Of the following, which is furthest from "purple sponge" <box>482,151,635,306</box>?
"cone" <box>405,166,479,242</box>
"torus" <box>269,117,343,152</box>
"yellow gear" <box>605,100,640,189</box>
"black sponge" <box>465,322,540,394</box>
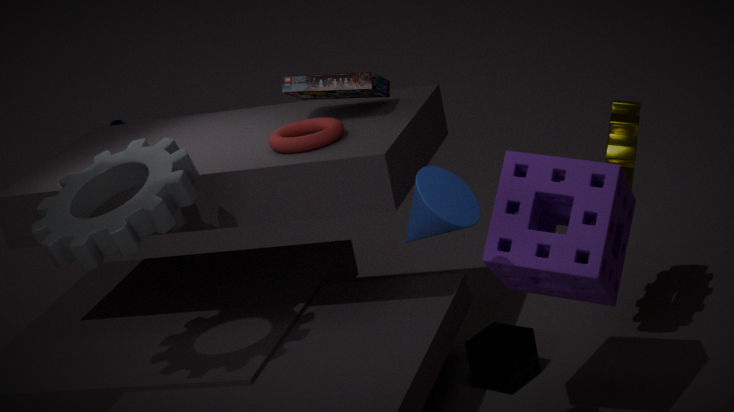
"torus" <box>269,117,343,152</box>
